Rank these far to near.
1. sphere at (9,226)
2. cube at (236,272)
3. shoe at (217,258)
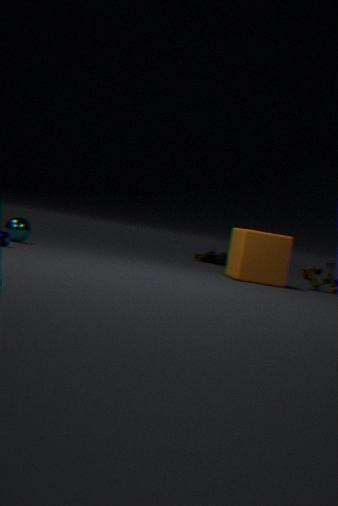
1. shoe at (217,258)
2. sphere at (9,226)
3. cube at (236,272)
